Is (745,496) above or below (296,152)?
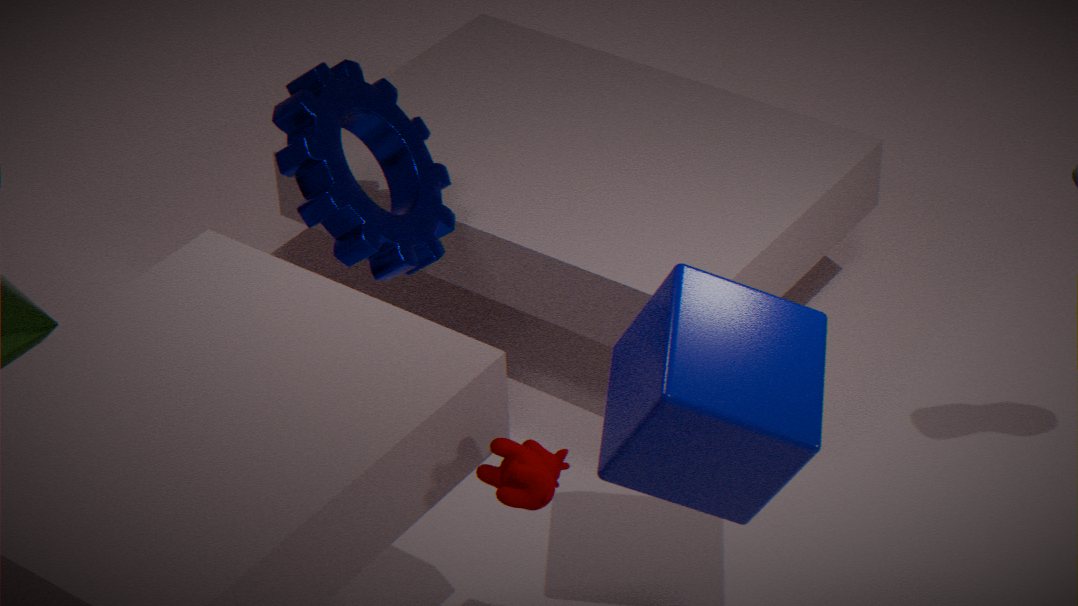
below
